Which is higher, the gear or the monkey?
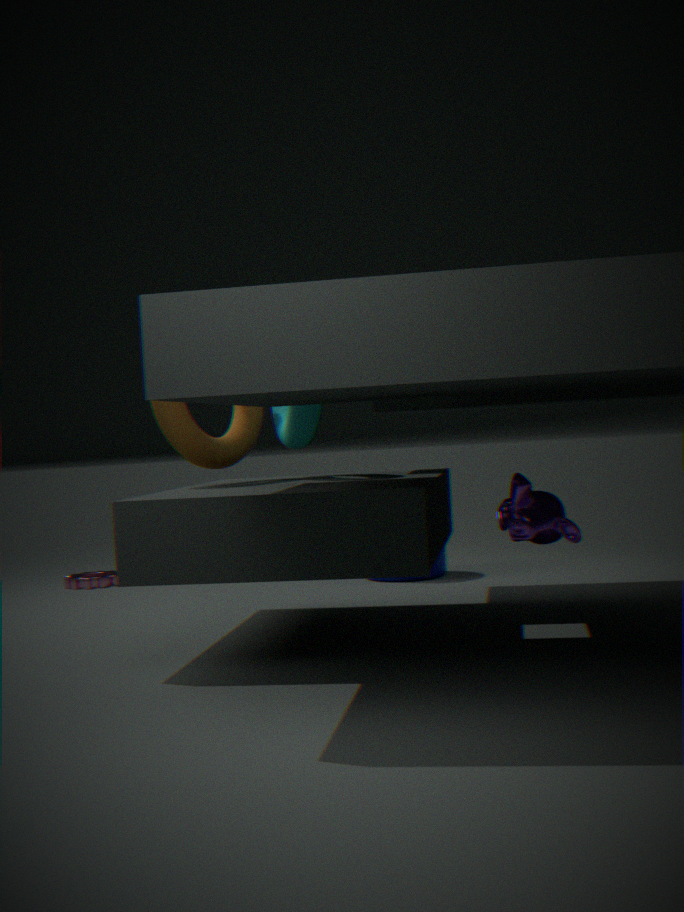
the monkey
